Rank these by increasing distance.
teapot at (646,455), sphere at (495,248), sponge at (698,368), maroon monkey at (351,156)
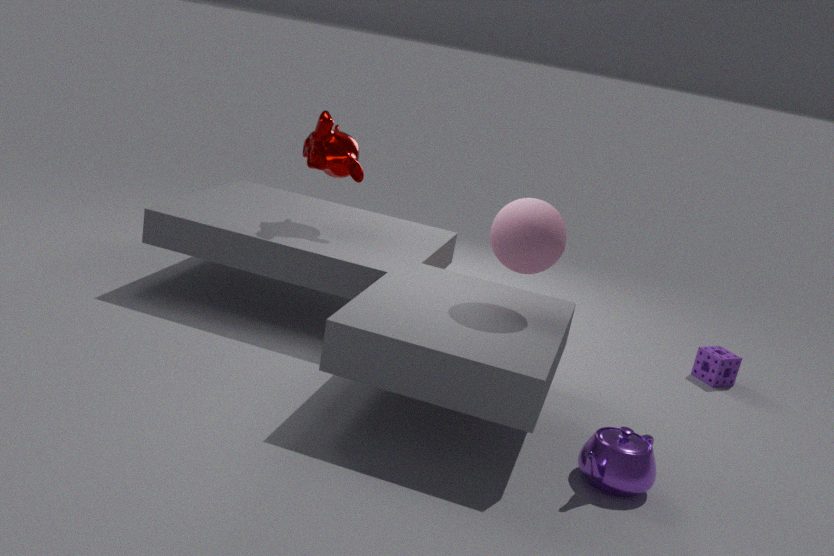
teapot at (646,455), sphere at (495,248), maroon monkey at (351,156), sponge at (698,368)
